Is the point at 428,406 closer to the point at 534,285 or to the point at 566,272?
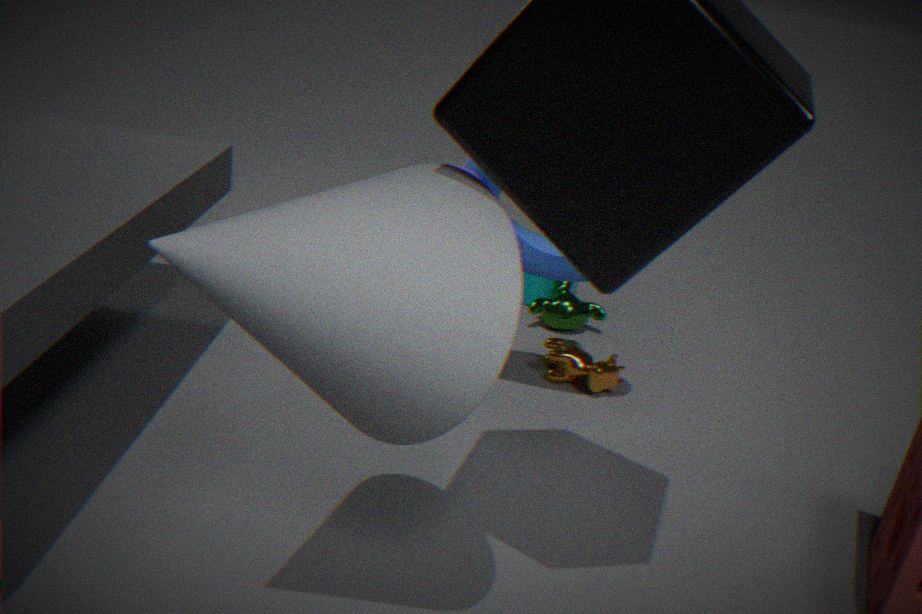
the point at 566,272
